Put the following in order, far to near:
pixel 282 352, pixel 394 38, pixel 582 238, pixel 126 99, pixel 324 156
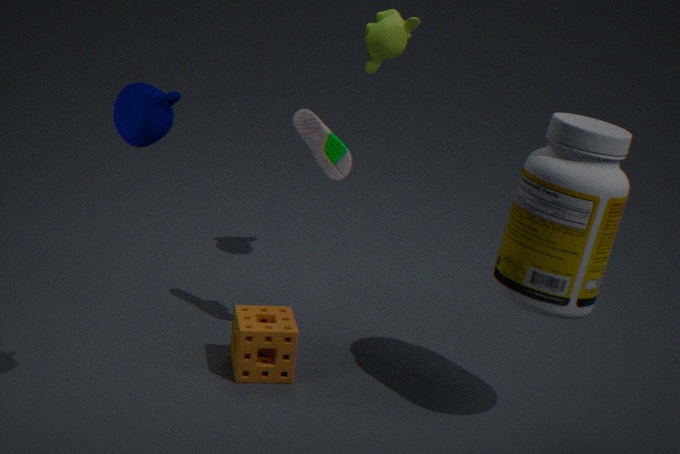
pixel 394 38 → pixel 324 156 → pixel 282 352 → pixel 582 238 → pixel 126 99
